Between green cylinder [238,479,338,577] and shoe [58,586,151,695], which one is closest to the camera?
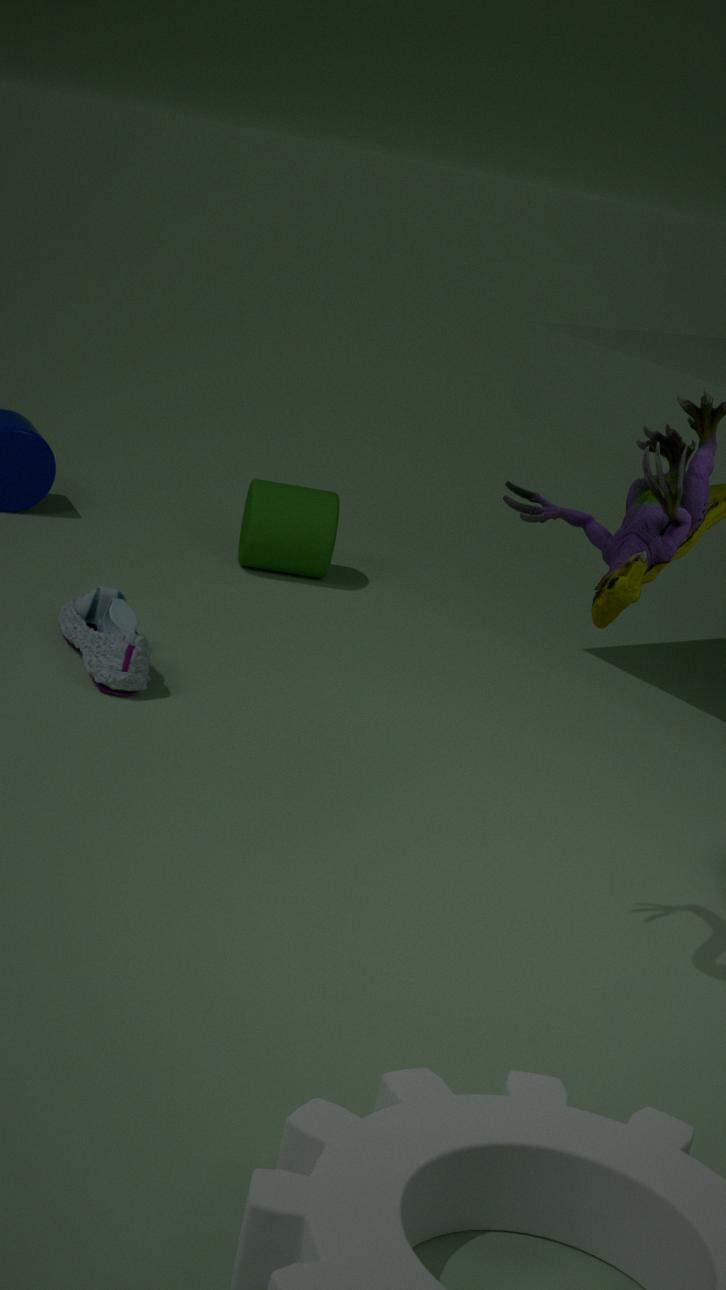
shoe [58,586,151,695]
